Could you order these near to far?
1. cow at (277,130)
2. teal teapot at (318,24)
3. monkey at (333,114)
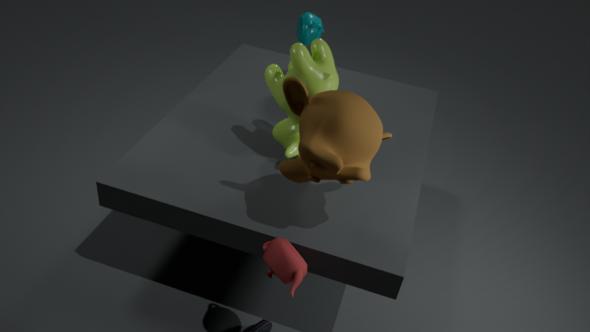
1. monkey at (333,114)
2. cow at (277,130)
3. teal teapot at (318,24)
